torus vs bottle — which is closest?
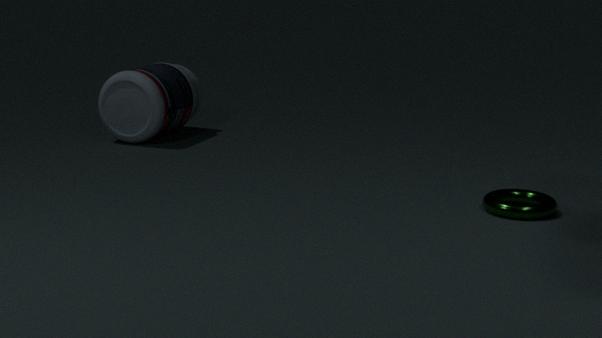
torus
